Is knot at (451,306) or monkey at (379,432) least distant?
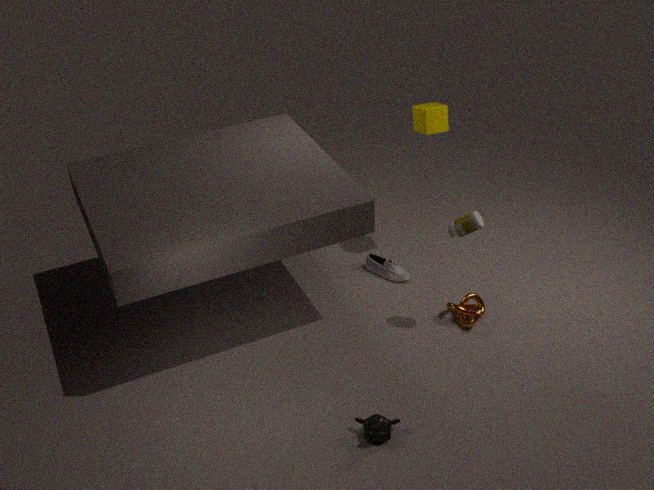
monkey at (379,432)
